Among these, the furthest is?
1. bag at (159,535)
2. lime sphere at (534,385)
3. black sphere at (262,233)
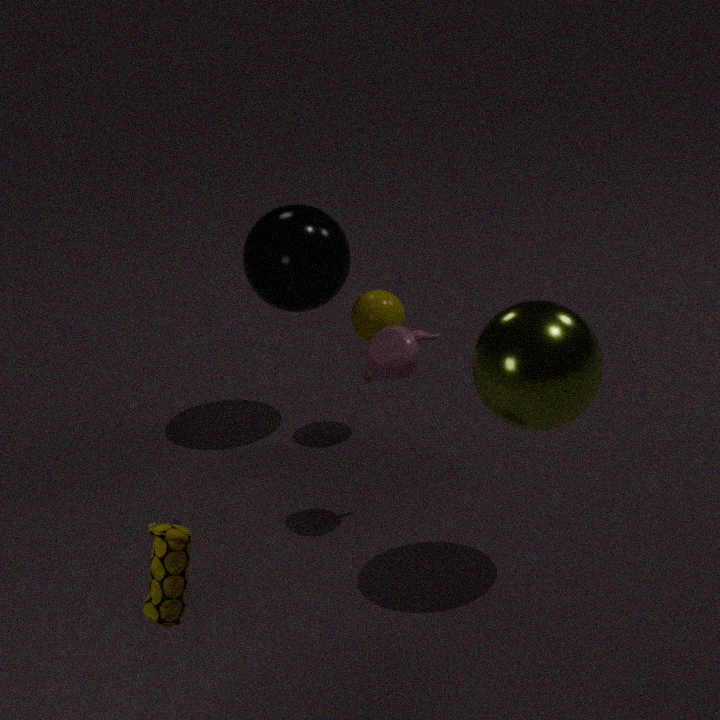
black sphere at (262,233)
